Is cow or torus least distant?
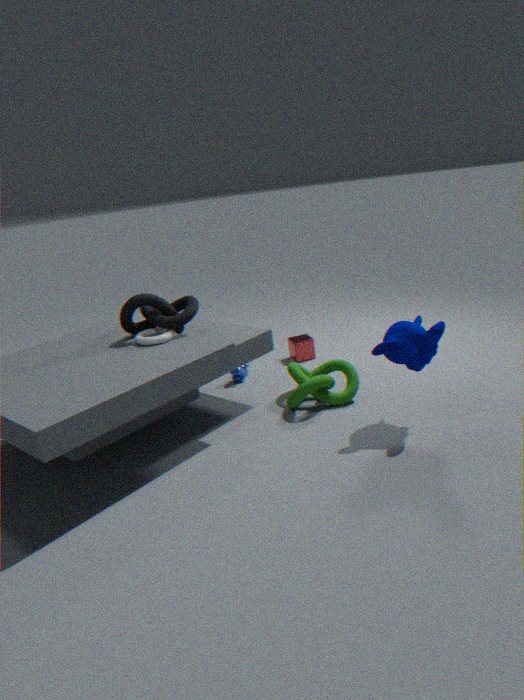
torus
